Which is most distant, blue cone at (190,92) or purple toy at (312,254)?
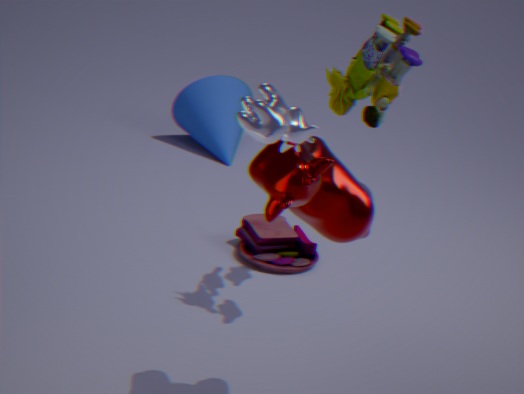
blue cone at (190,92)
